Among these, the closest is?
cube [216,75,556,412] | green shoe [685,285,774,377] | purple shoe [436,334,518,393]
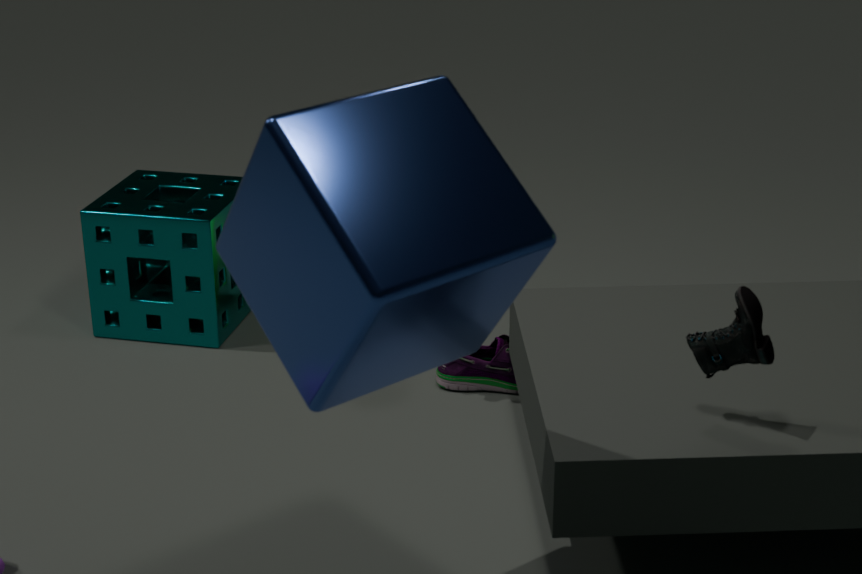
cube [216,75,556,412]
